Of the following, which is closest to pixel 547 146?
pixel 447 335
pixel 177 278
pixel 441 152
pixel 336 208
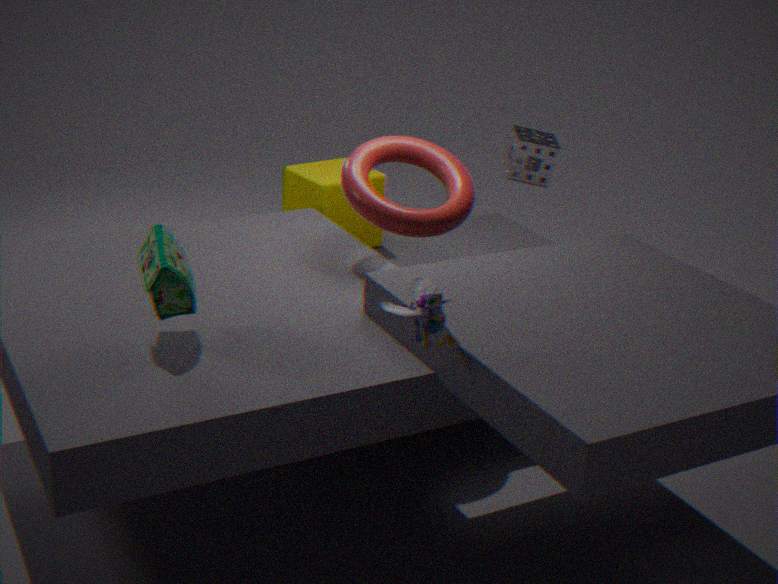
pixel 441 152
